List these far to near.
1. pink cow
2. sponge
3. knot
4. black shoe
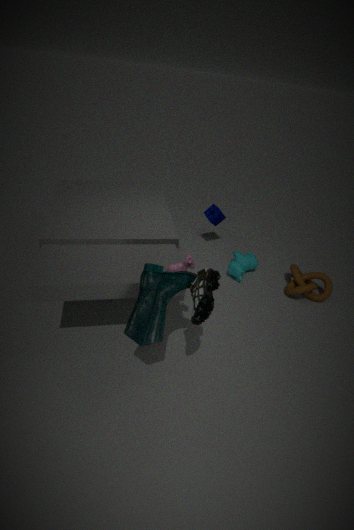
1. sponge
2. knot
3. pink cow
4. black shoe
